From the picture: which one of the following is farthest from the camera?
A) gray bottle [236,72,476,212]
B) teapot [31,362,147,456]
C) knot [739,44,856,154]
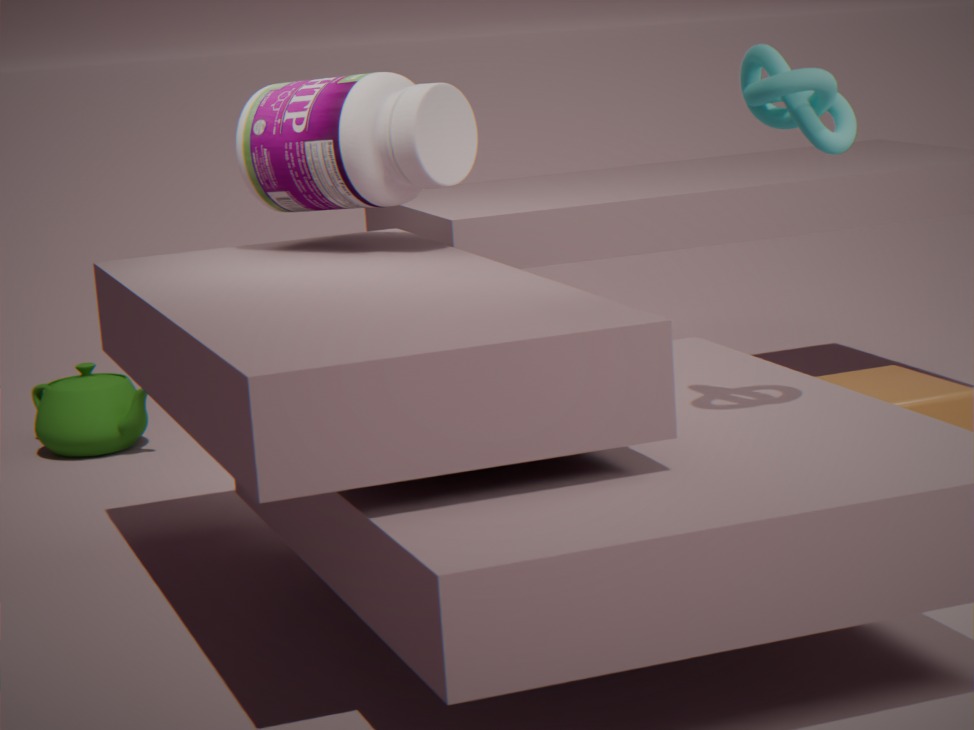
teapot [31,362,147,456]
